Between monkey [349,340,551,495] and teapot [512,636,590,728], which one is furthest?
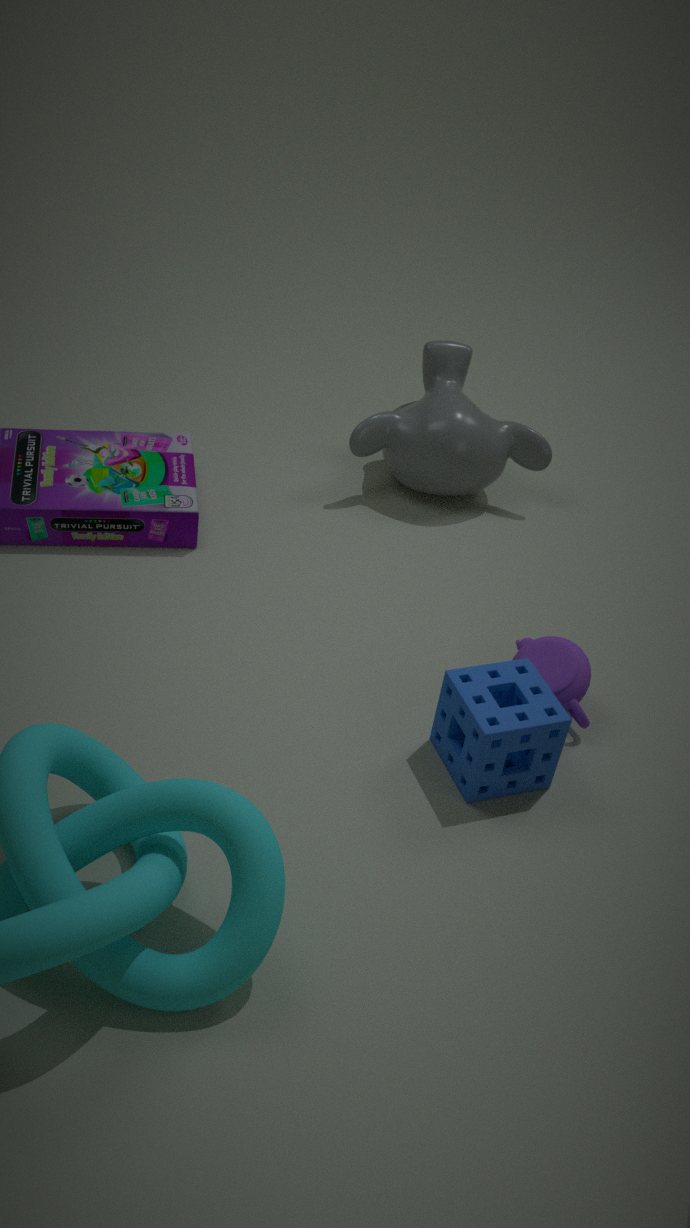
monkey [349,340,551,495]
